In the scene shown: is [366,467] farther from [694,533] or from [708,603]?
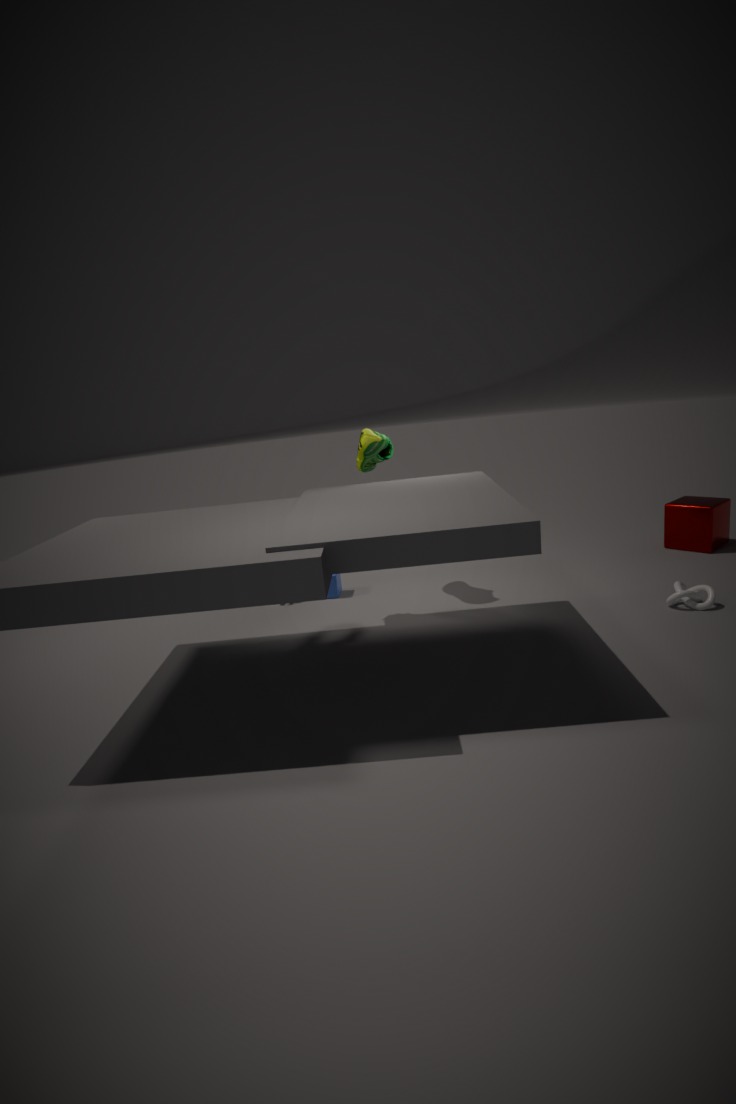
[694,533]
